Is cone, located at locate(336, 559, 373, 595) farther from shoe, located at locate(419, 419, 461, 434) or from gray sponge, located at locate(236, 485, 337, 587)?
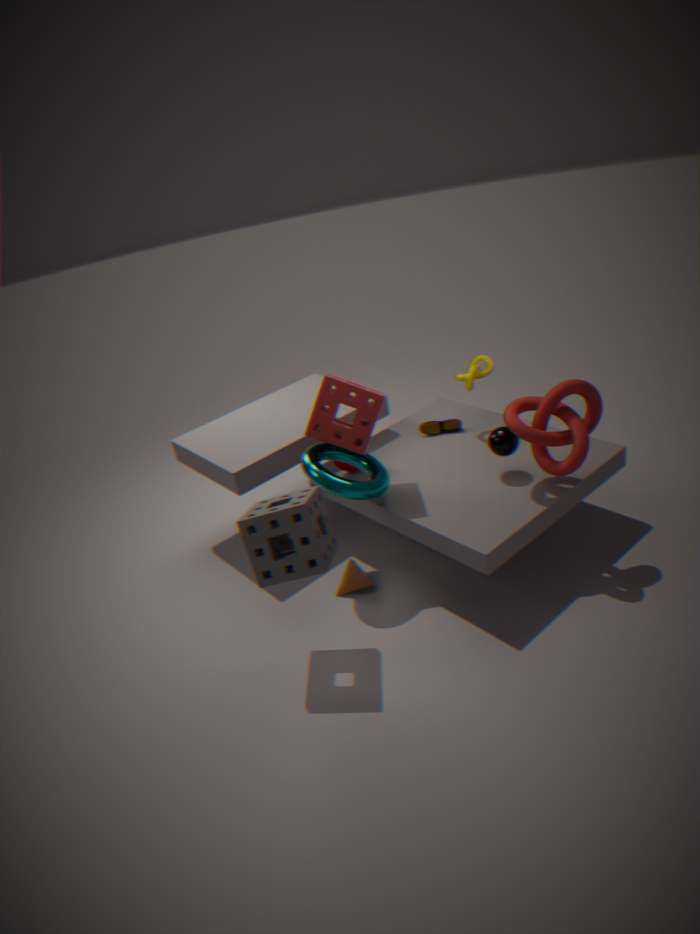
shoe, located at locate(419, 419, 461, 434)
